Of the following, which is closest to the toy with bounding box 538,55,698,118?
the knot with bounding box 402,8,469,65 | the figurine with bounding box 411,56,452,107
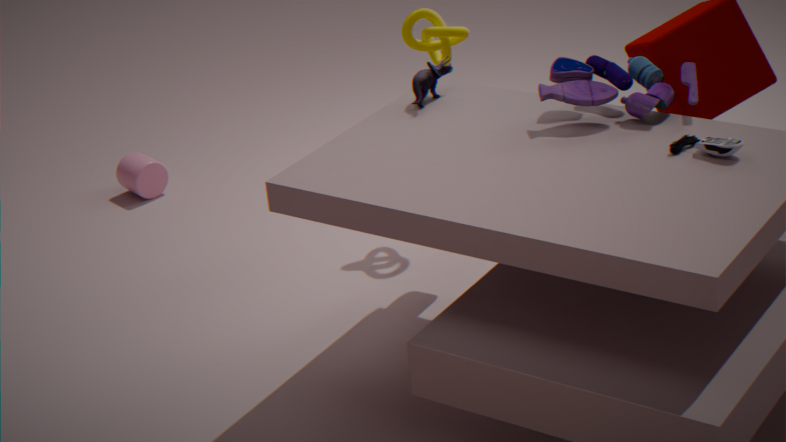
the figurine with bounding box 411,56,452,107
